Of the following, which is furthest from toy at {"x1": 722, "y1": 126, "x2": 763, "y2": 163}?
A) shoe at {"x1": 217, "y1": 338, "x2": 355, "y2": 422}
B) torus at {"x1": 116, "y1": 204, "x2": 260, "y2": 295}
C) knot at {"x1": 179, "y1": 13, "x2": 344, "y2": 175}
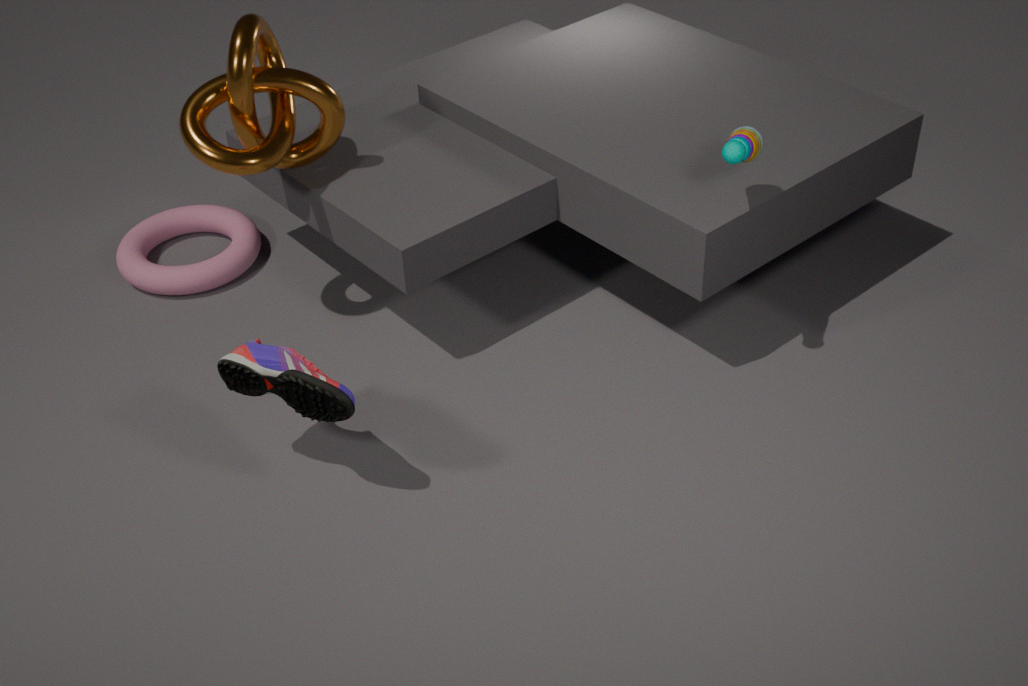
torus at {"x1": 116, "y1": 204, "x2": 260, "y2": 295}
